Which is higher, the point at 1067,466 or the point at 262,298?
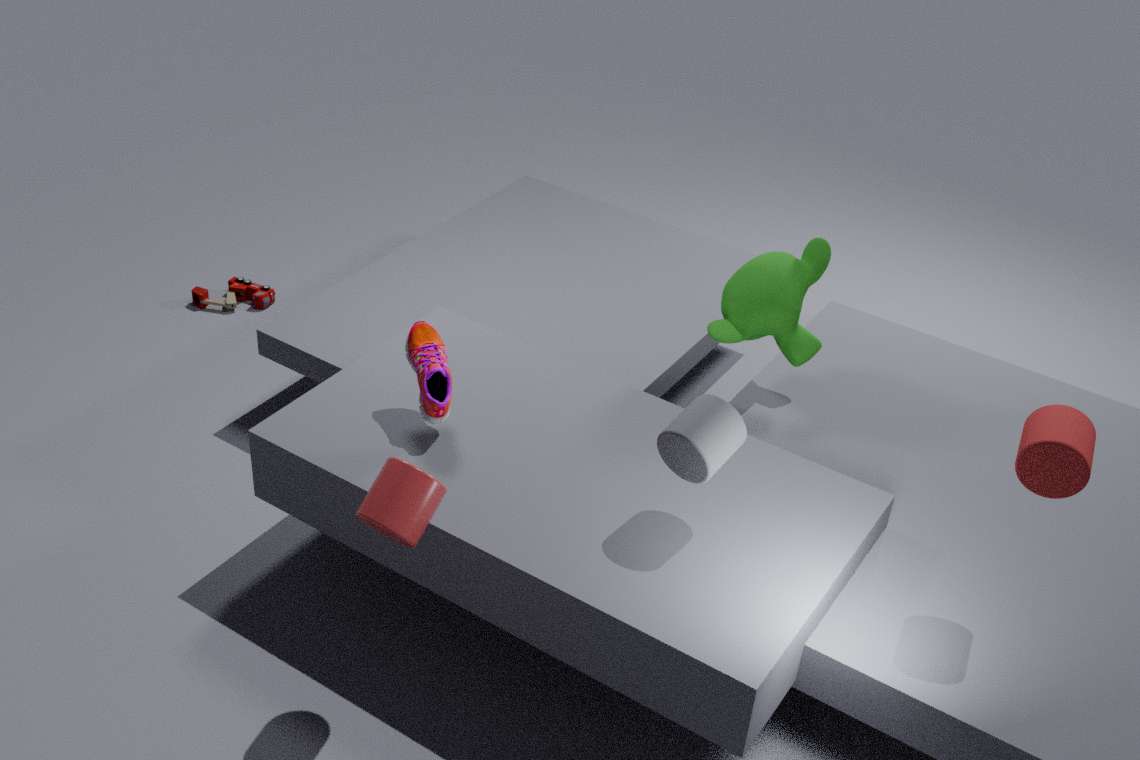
the point at 1067,466
